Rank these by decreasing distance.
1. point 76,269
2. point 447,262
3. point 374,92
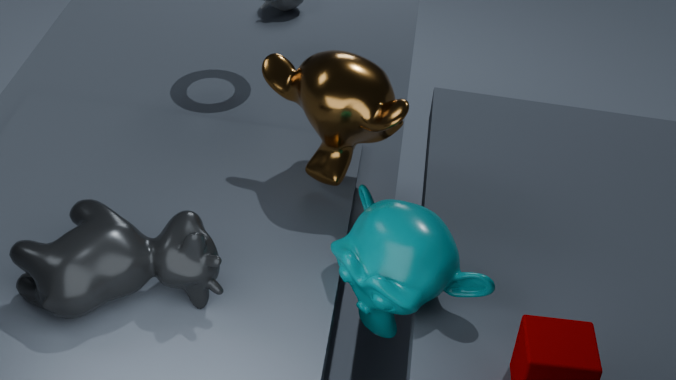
1. point 374,92
2. point 447,262
3. point 76,269
